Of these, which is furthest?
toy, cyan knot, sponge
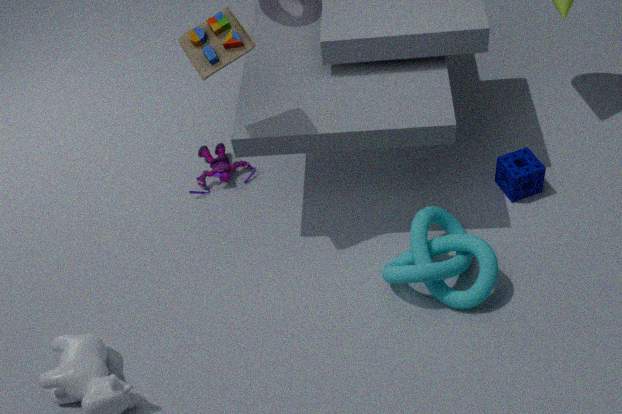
sponge
